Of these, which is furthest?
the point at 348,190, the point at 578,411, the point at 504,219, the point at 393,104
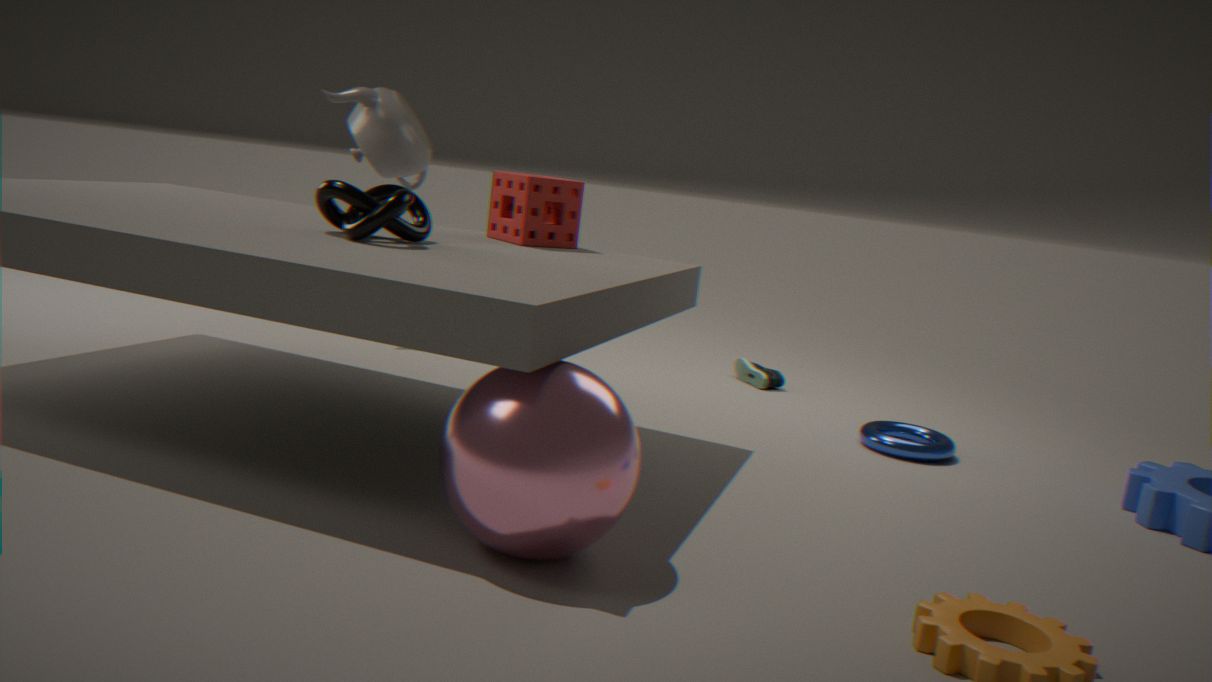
the point at 393,104
